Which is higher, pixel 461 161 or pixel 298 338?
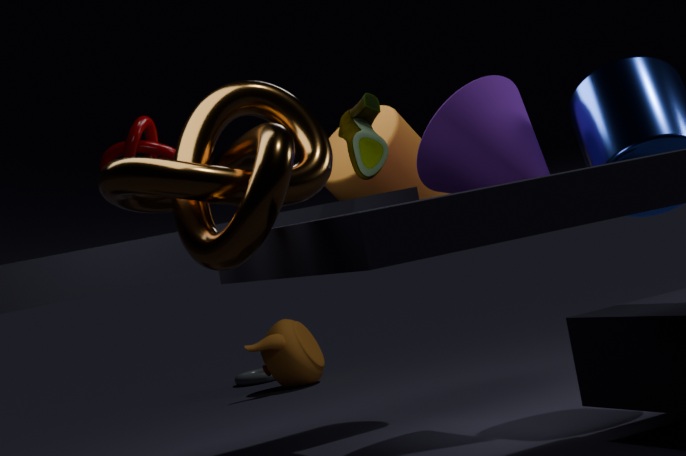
pixel 461 161
